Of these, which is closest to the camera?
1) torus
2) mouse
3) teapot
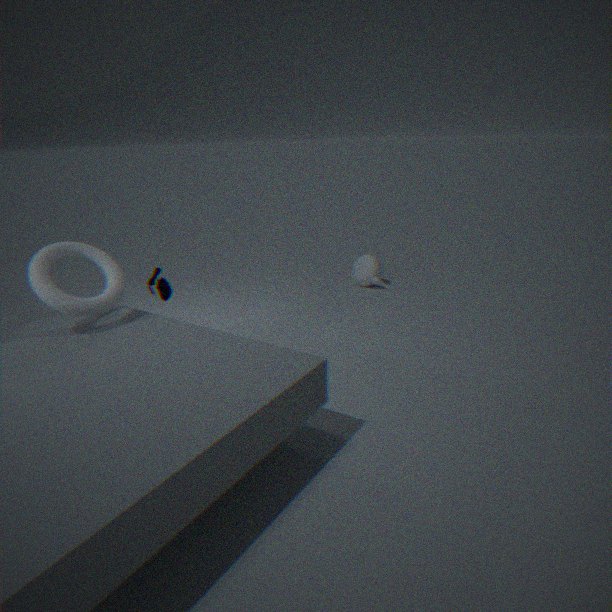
1. torus
